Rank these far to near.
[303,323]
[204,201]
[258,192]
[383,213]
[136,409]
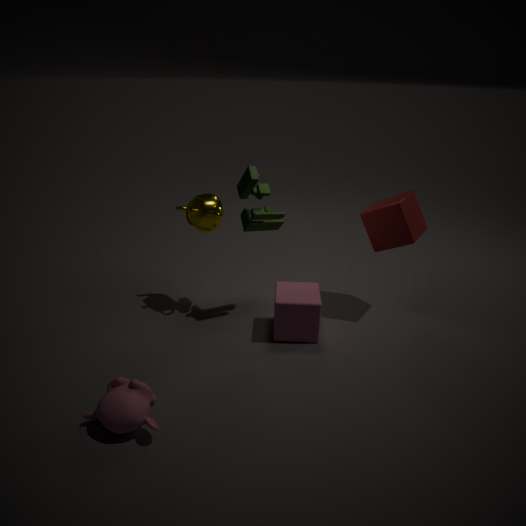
[204,201] < [383,213] < [303,323] < [258,192] < [136,409]
